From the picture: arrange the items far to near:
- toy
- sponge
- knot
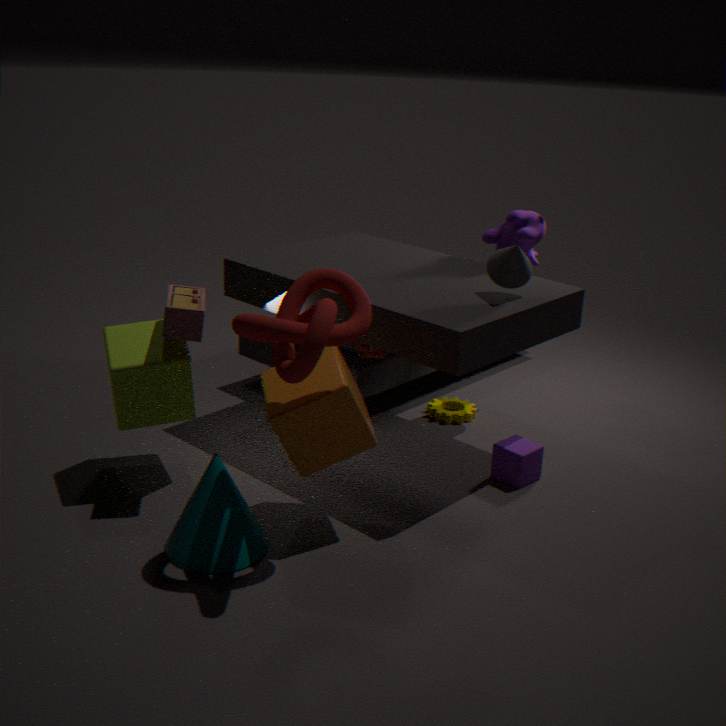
sponge, toy, knot
